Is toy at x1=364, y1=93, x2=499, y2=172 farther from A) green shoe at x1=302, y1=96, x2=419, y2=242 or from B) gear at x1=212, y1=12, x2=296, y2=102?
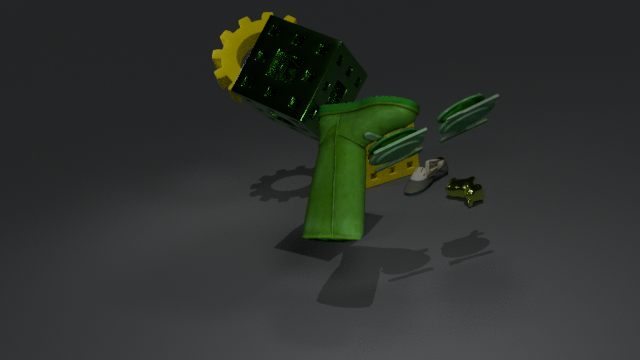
B) gear at x1=212, y1=12, x2=296, y2=102
